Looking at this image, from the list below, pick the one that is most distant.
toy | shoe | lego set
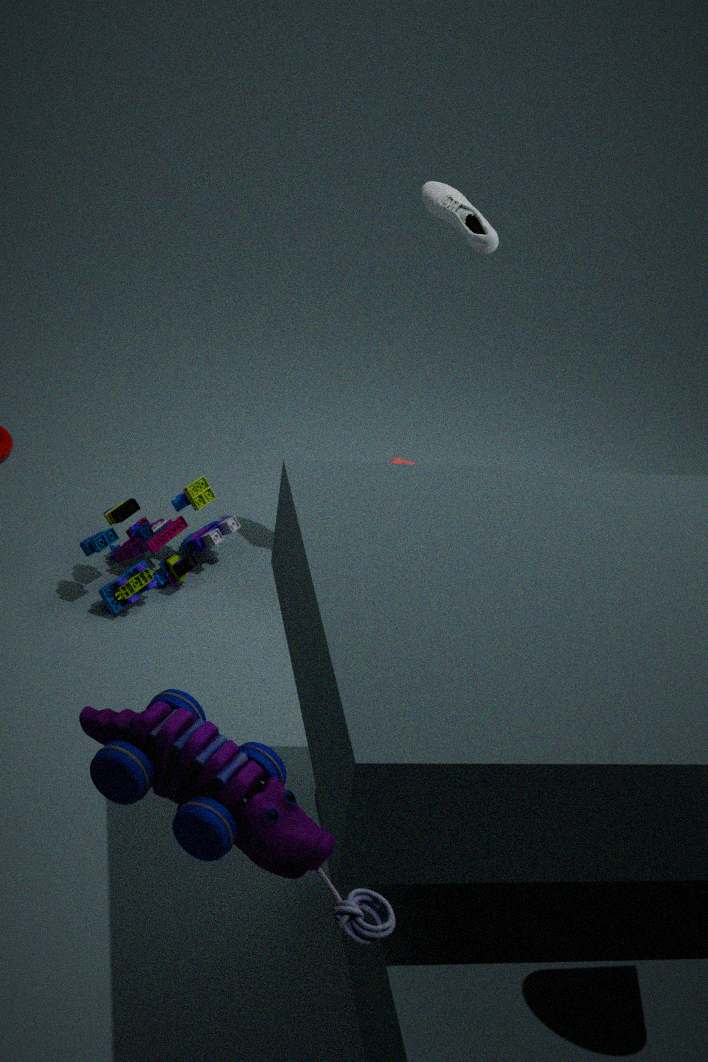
lego set
